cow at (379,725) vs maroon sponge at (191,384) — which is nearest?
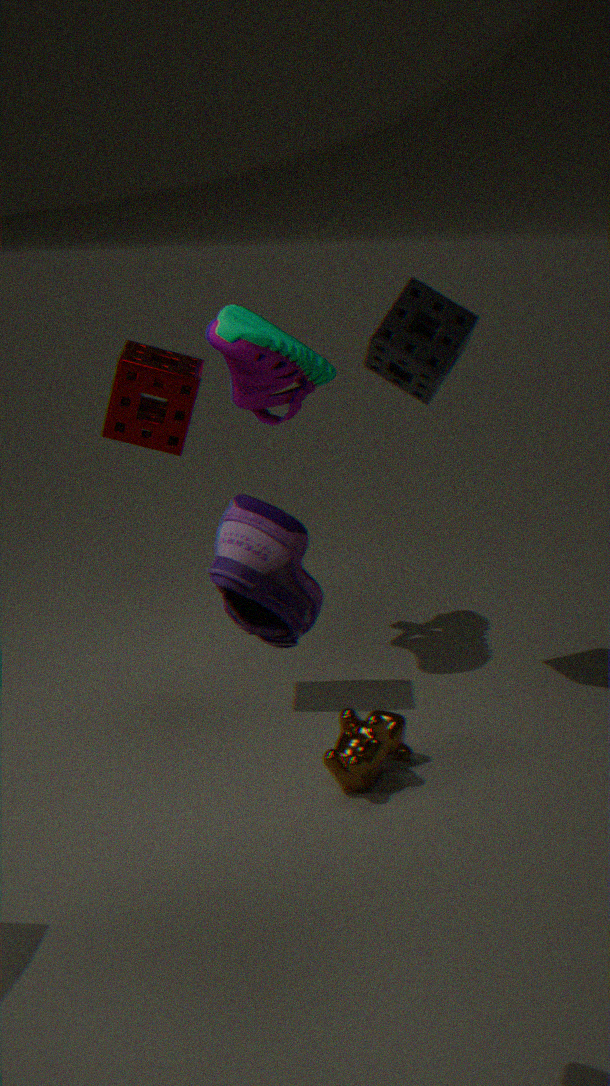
cow at (379,725)
